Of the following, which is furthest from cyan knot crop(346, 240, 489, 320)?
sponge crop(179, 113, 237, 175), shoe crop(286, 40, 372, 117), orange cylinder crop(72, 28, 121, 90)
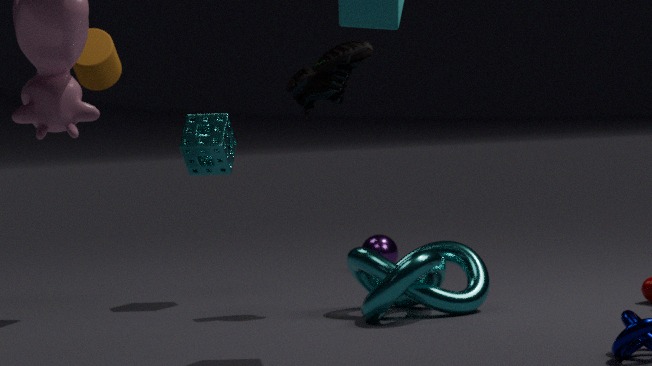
orange cylinder crop(72, 28, 121, 90)
